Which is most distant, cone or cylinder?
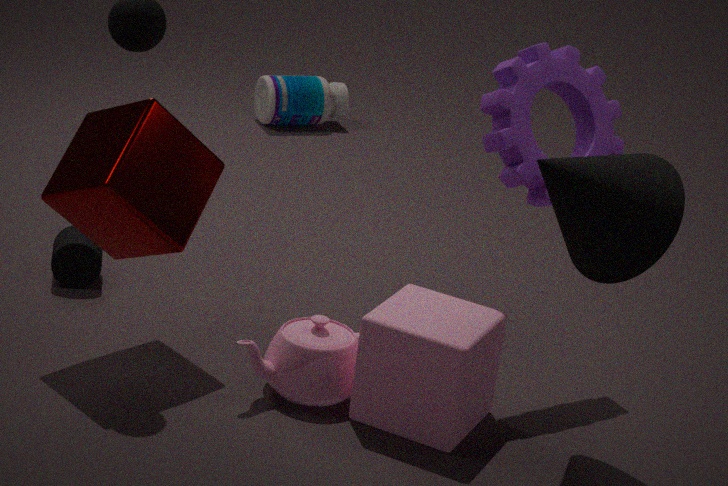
cylinder
